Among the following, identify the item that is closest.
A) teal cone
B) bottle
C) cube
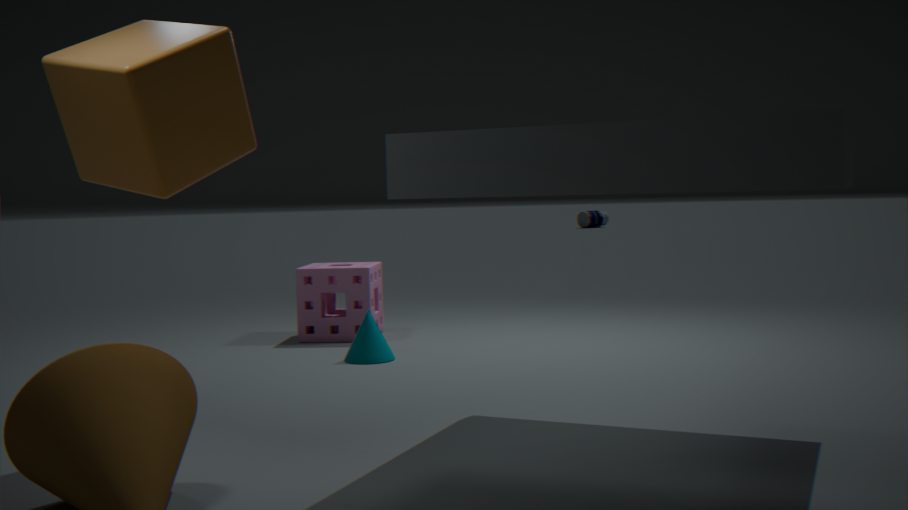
C. cube
